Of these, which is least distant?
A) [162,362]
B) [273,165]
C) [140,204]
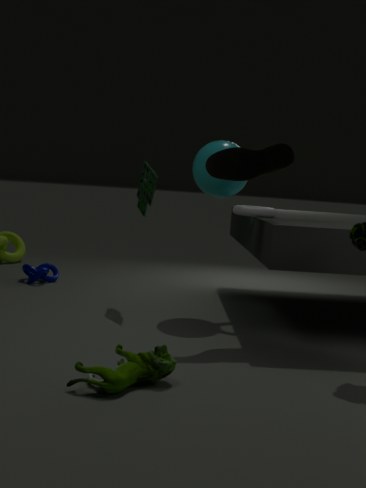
[162,362]
